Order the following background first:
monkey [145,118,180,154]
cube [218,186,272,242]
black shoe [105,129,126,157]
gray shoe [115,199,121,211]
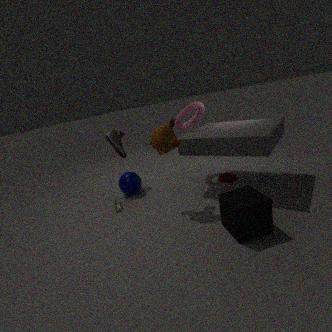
black shoe [105,129,126,157], gray shoe [115,199,121,211], monkey [145,118,180,154], cube [218,186,272,242]
